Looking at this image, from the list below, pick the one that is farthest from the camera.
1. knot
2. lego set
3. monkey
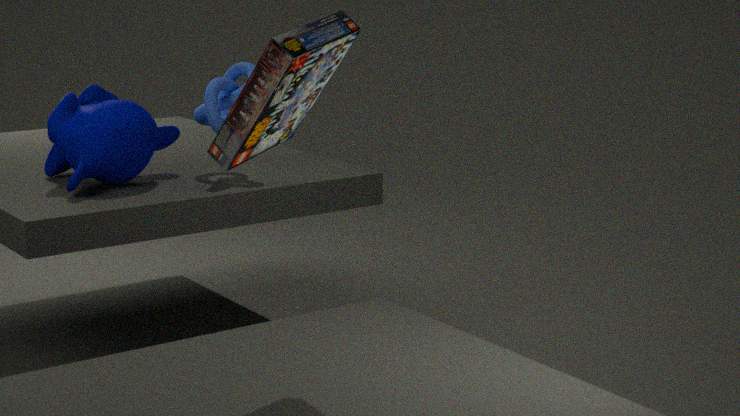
knot
